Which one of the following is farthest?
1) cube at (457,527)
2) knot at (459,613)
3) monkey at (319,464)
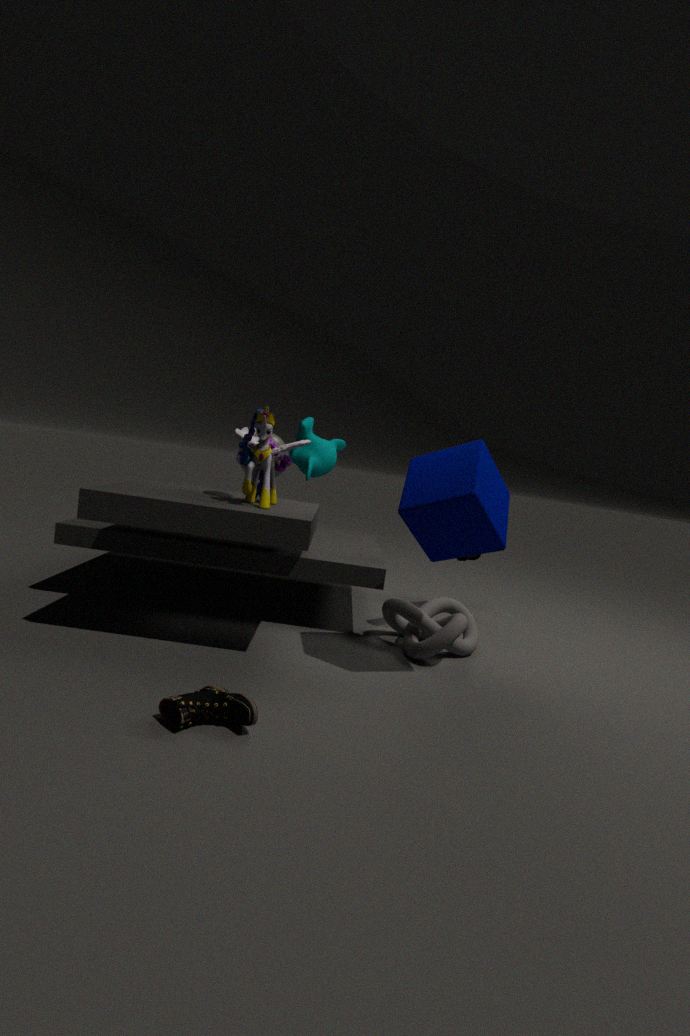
3. monkey at (319,464)
